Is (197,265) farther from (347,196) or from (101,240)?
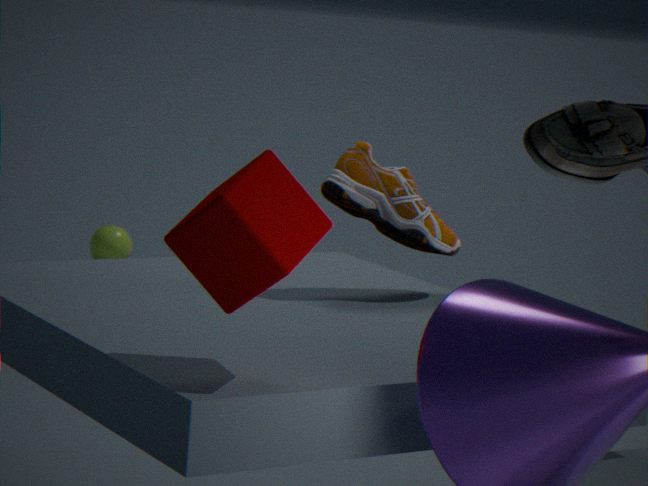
(101,240)
